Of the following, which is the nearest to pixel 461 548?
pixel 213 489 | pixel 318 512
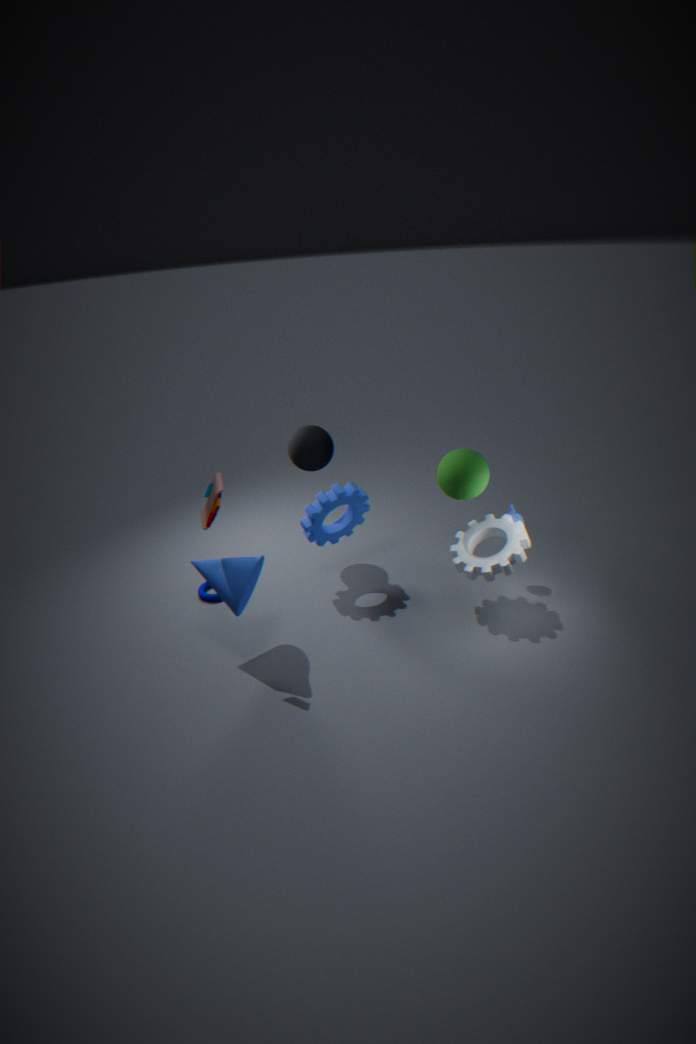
pixel 318 512
